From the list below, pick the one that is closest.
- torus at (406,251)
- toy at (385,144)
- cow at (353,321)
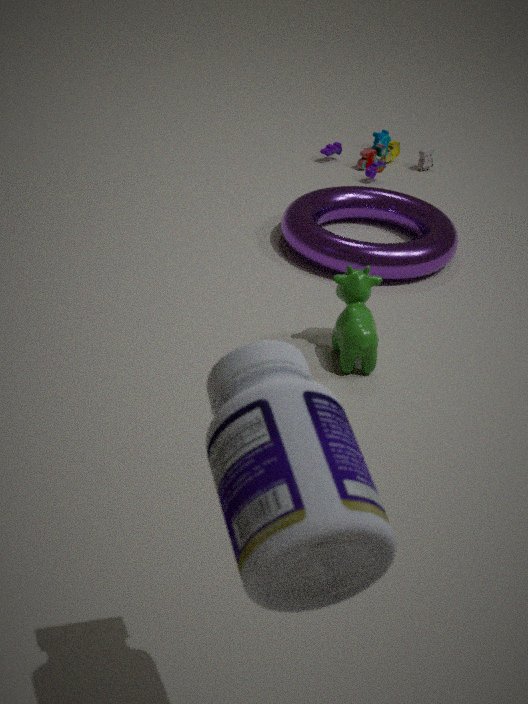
cow at (353,321)
